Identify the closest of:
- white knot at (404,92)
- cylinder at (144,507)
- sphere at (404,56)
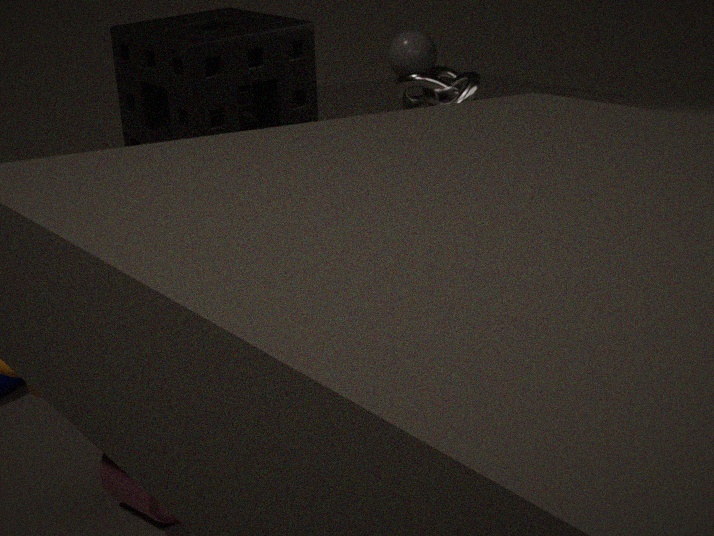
cylinder at (144,507)
